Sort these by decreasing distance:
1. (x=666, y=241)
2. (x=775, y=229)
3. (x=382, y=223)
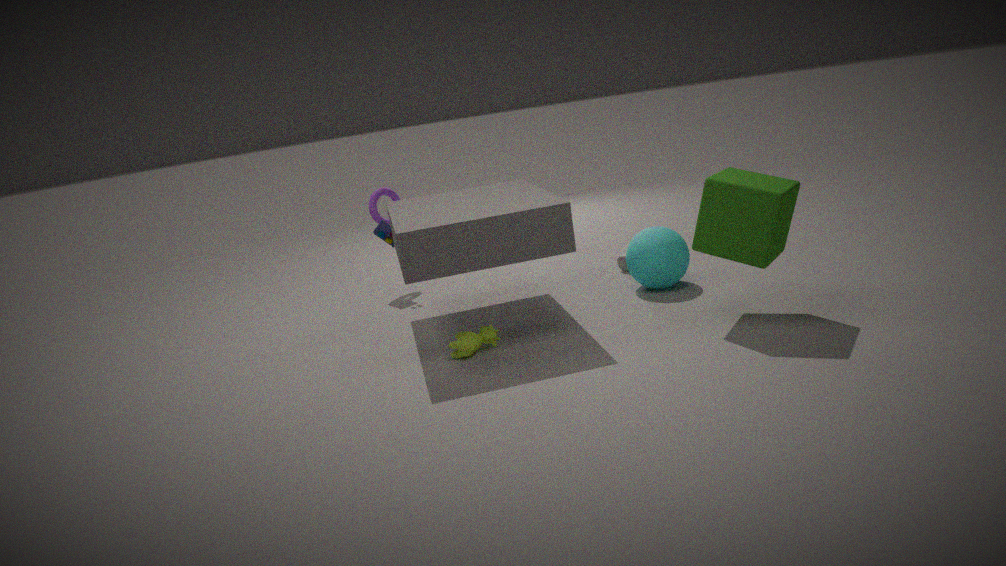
(x=382, y=223)
(x=666, y=241)
(x=775, y=229)
